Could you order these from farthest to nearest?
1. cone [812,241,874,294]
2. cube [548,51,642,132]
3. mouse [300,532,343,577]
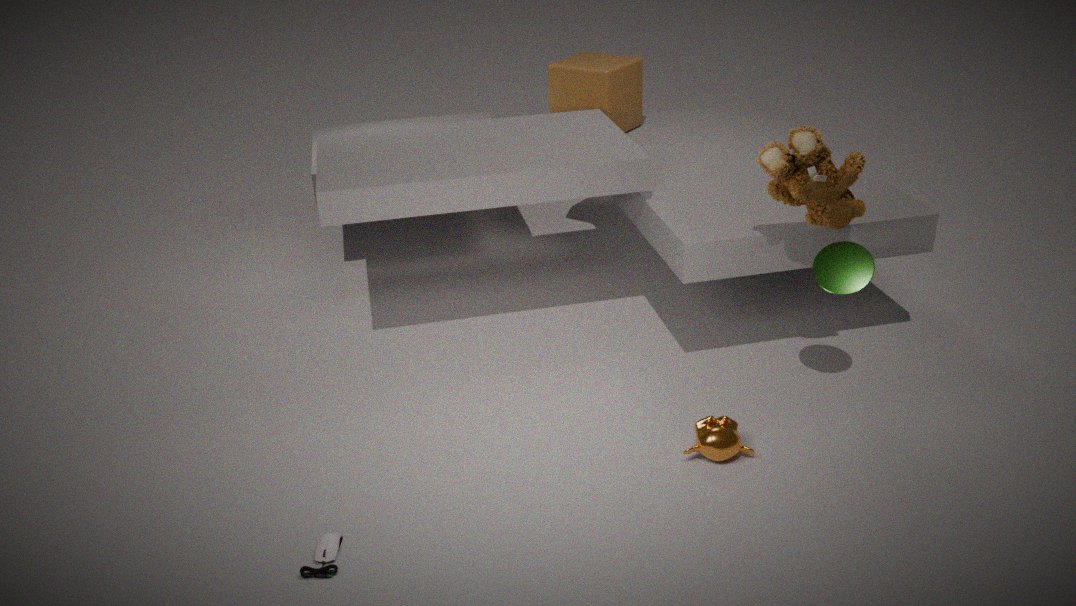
cube [548,51,642,132], cone [812,241,874,294], mouse [300,532,343,577]
